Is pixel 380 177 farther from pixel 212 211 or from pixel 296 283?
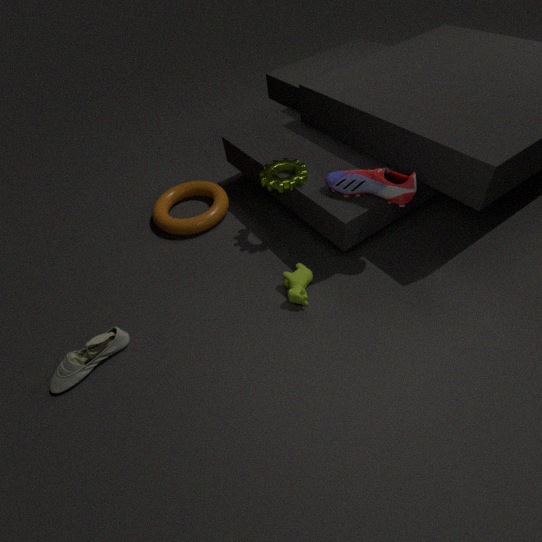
pixel 212 211
